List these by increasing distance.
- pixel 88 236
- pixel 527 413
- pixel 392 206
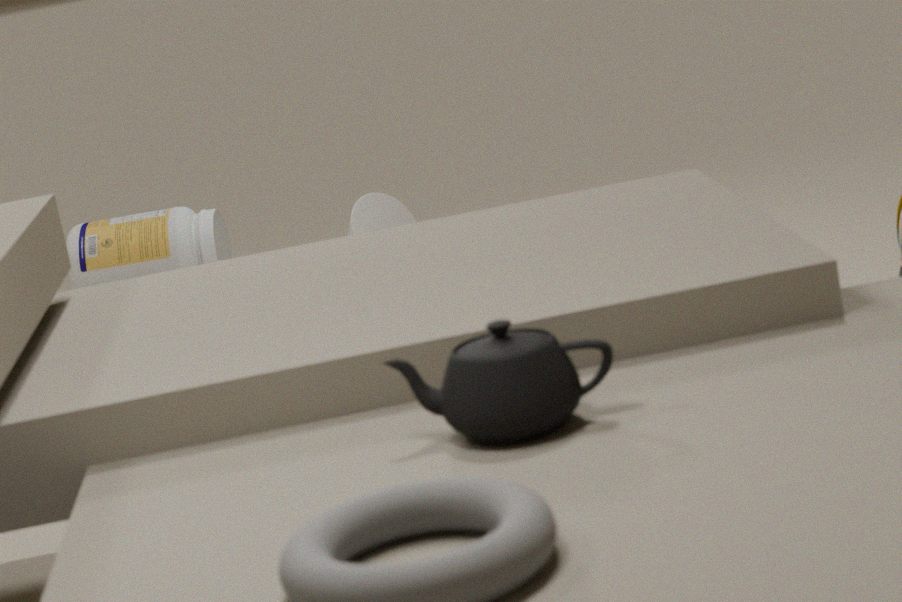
pixel 527 413 < pixel 88 236 < pixel 392 206
